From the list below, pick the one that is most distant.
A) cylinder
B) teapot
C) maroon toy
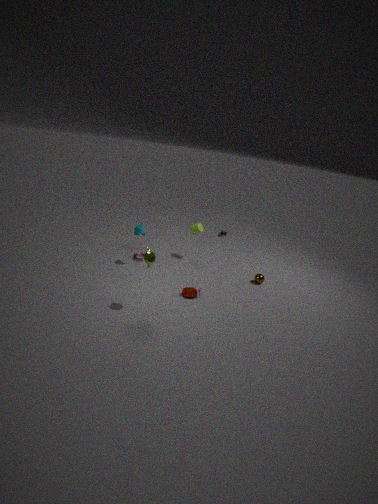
cylinder
